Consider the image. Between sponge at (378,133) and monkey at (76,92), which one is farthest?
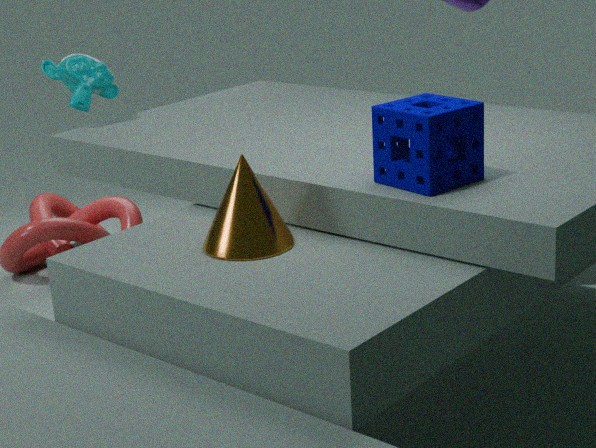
monkey at (76,92)
